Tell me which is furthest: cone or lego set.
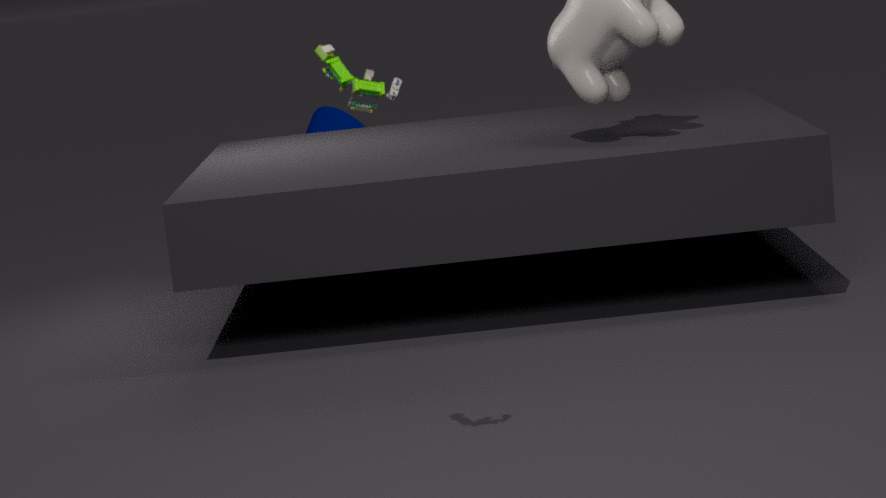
cone
